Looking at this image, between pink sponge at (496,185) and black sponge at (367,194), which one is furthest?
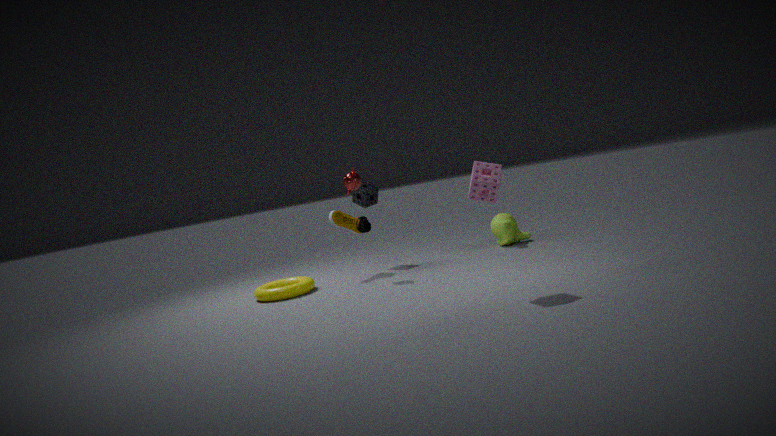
black sponge at (367,194)
